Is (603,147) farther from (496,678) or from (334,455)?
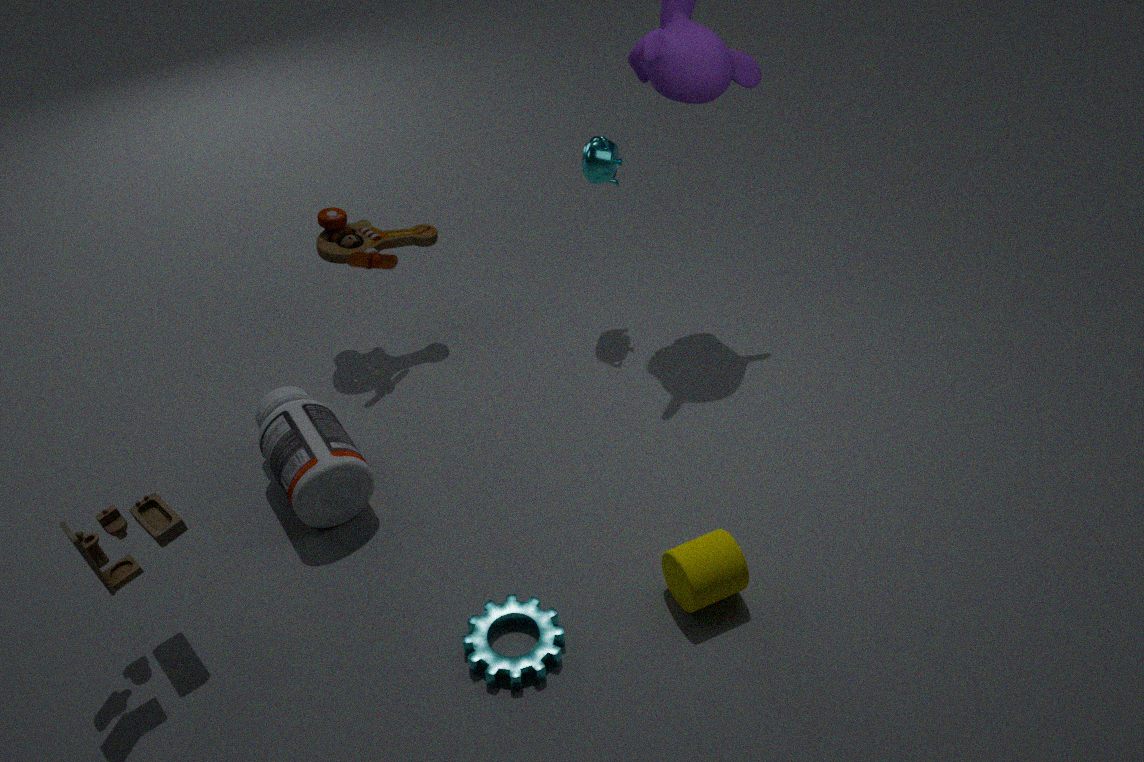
(496,678)
